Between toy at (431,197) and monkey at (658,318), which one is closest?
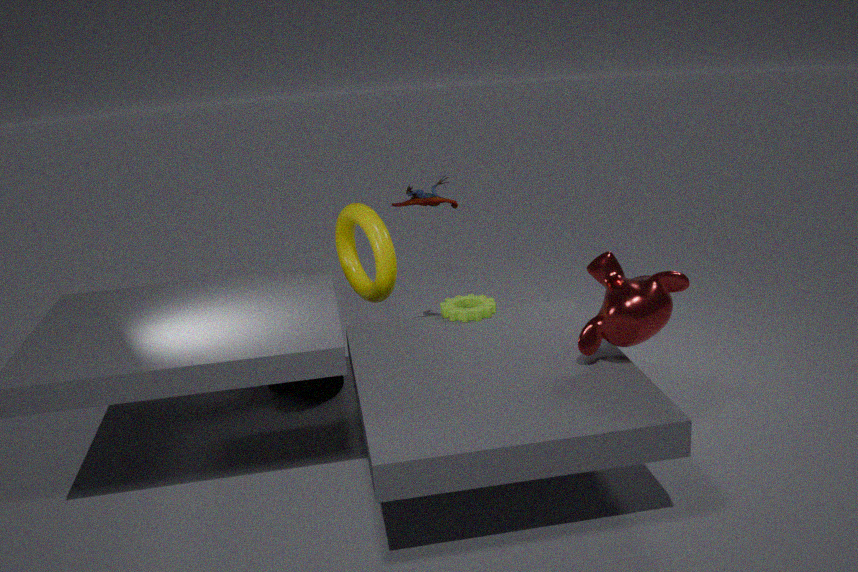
monkey at (658,318)
